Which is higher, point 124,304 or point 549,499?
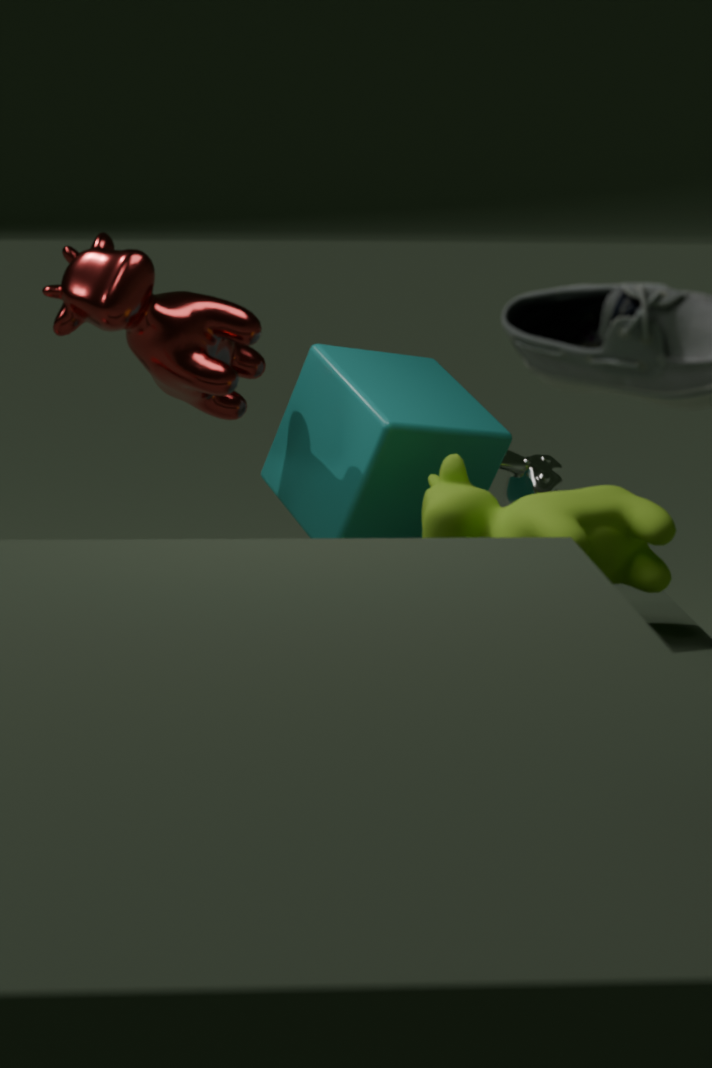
point 124,304
